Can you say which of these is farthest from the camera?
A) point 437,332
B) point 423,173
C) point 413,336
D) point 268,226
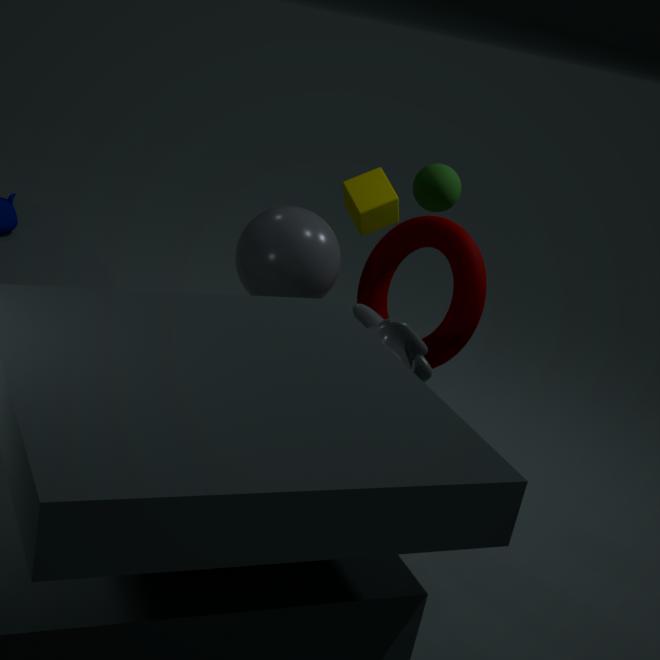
point 423,173
